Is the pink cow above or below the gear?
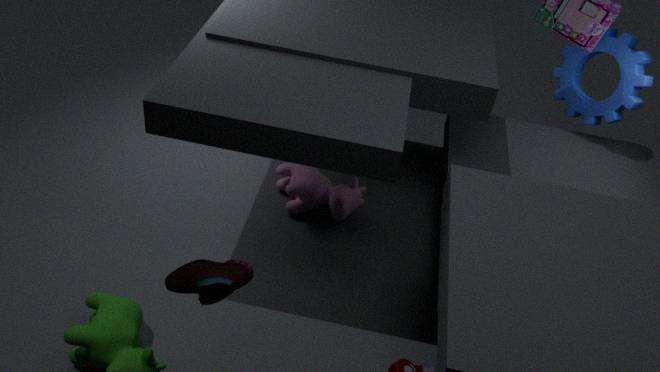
below
